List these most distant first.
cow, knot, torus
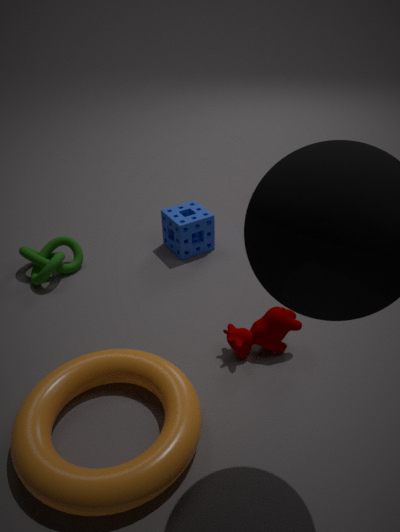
1. knot
2. cow
3. torus
